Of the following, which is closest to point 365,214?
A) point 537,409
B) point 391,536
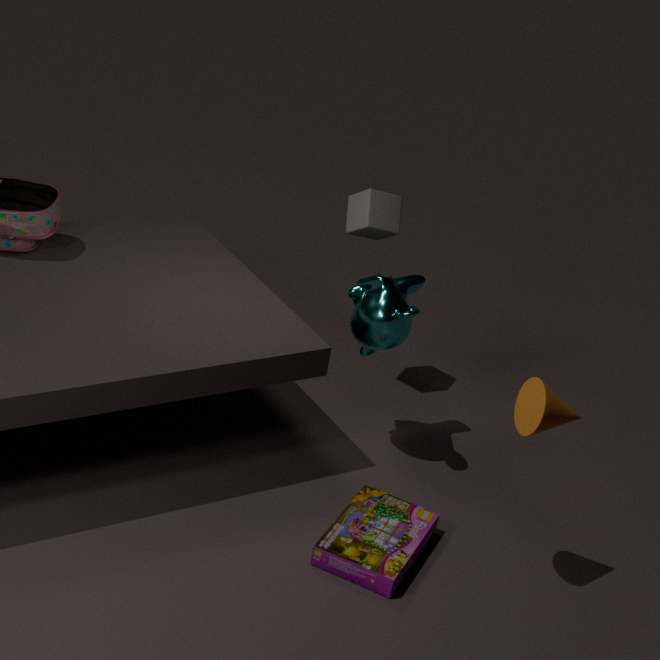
point 537,409
